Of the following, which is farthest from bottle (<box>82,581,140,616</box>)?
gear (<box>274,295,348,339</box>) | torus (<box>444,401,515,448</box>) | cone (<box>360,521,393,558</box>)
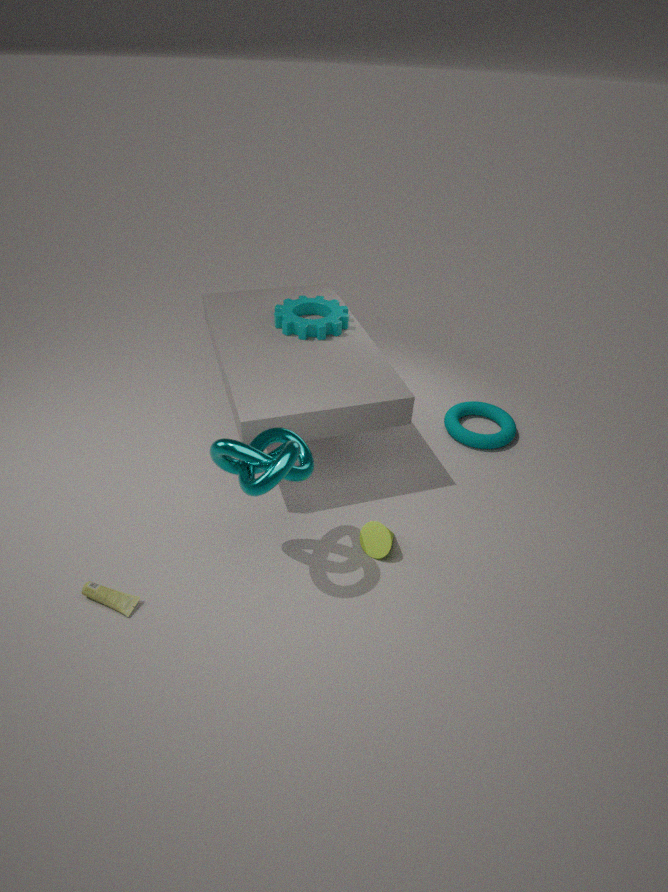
torus (<box>444,401,515,448</box>)
